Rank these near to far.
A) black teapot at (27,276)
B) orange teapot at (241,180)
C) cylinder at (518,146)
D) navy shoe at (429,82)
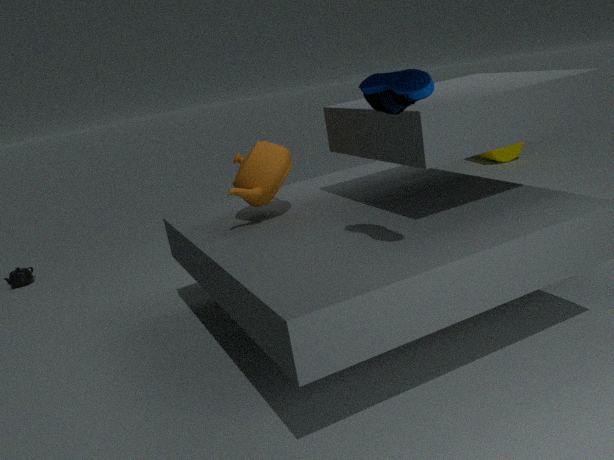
navy shoe at (429,82) → orange teapot at (241,180) → black teapot at (27,276) → cylinder at (518,146)
